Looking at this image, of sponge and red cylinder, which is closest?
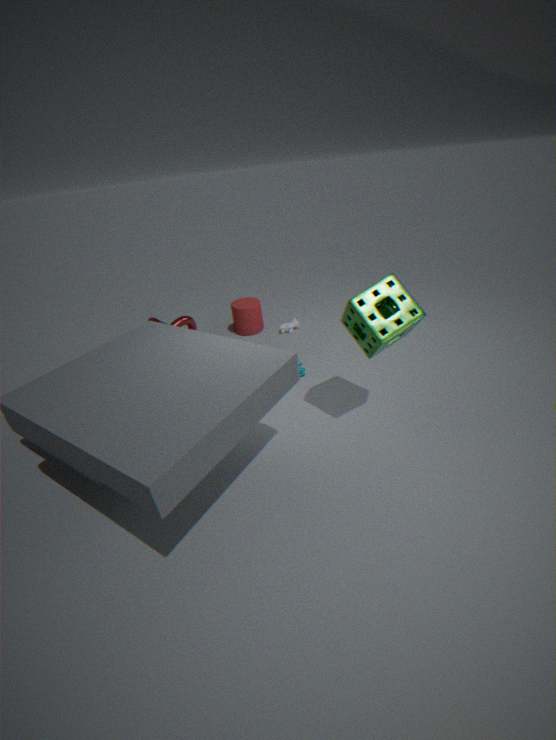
sponge
